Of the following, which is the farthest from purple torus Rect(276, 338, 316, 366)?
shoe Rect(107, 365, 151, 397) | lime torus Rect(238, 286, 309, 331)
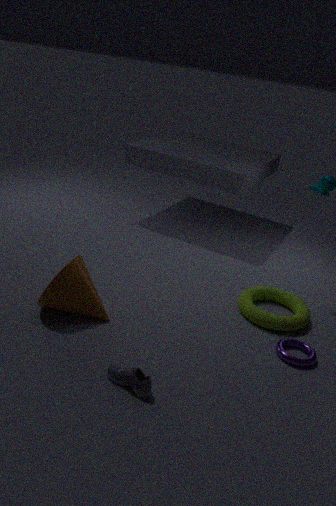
shoe Rect(107, 365, 151, 397)
